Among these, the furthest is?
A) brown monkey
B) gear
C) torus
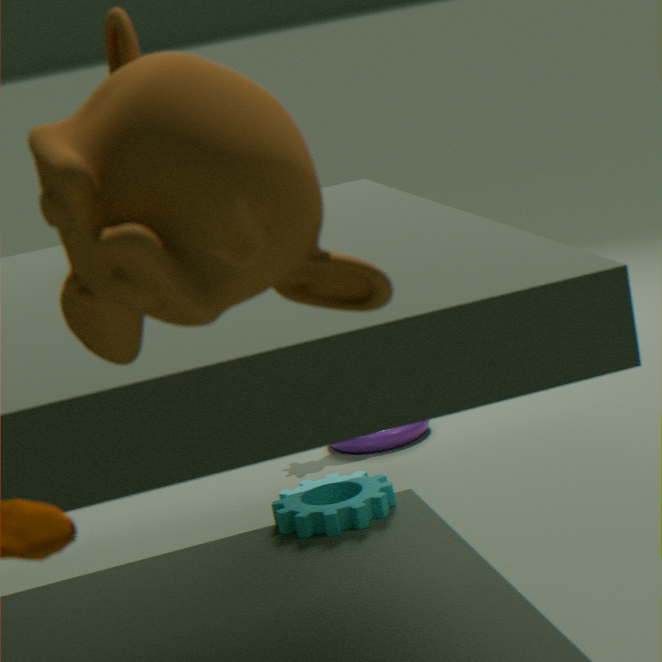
torus
